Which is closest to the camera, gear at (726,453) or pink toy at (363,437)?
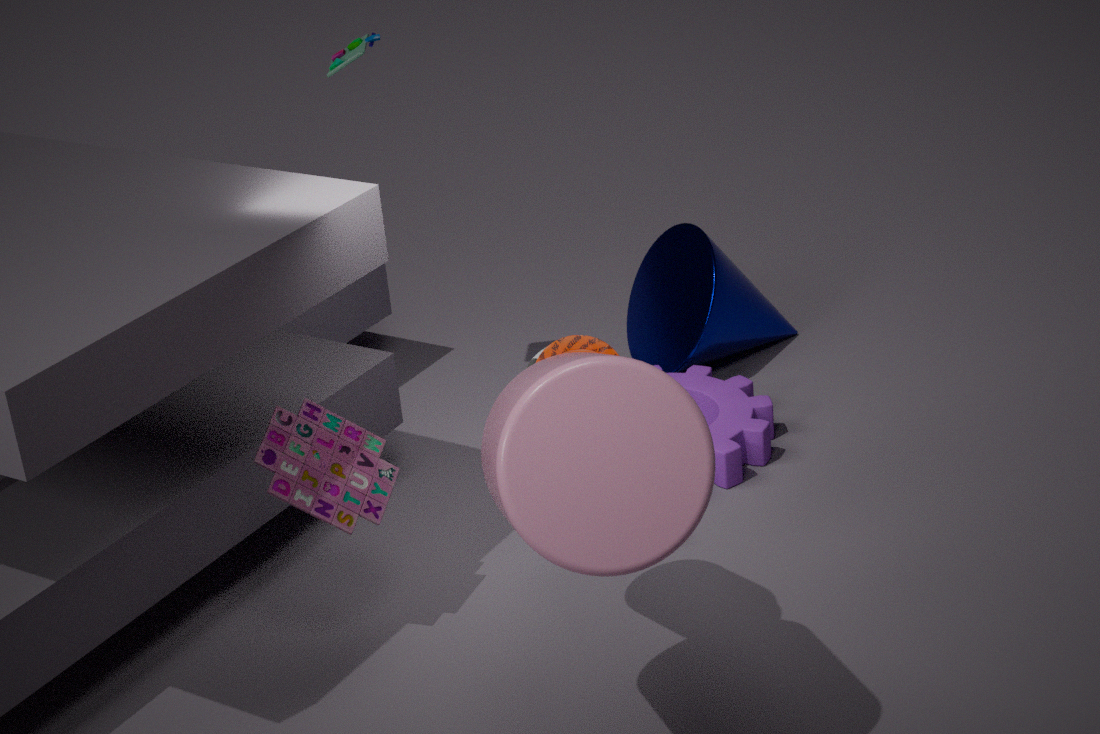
pink toy at (363,437)
